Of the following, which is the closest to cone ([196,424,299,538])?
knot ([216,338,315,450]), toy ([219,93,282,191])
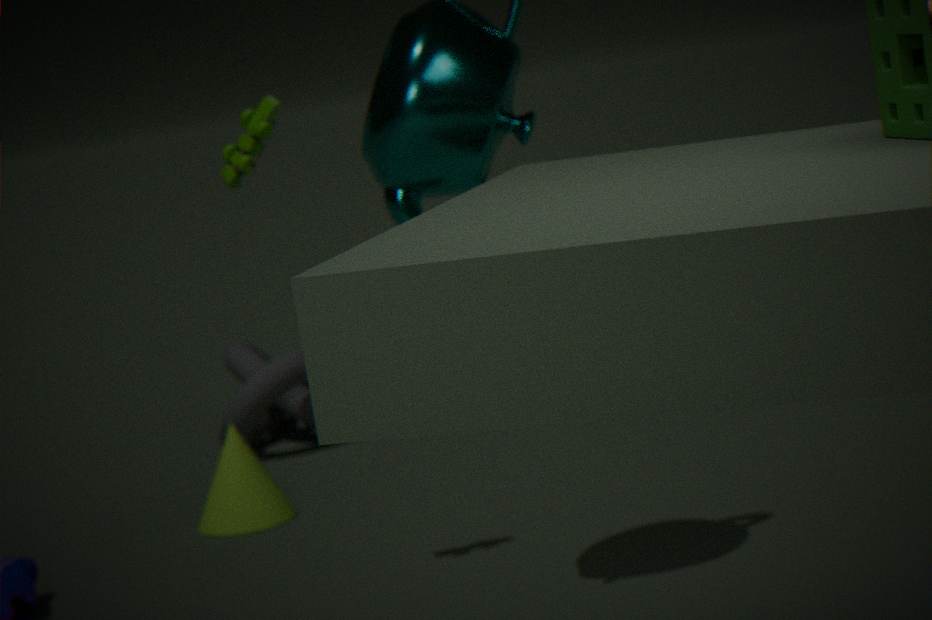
knot ([216,338,315,450])
